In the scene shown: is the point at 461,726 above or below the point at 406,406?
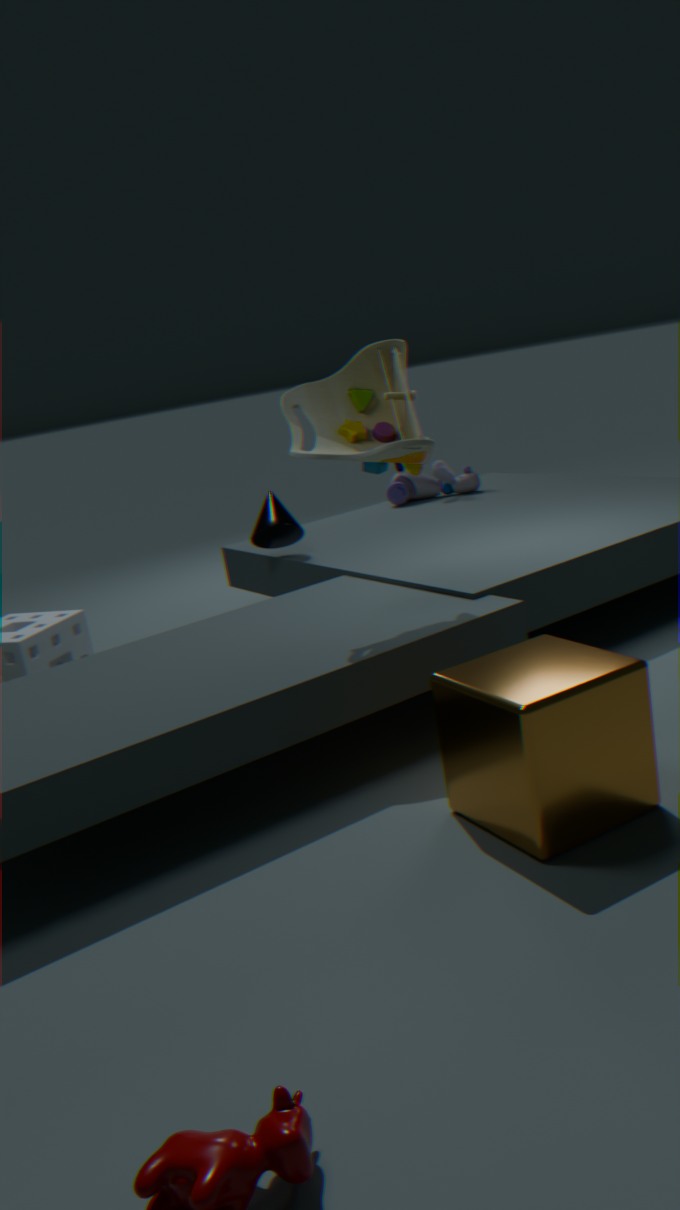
below
